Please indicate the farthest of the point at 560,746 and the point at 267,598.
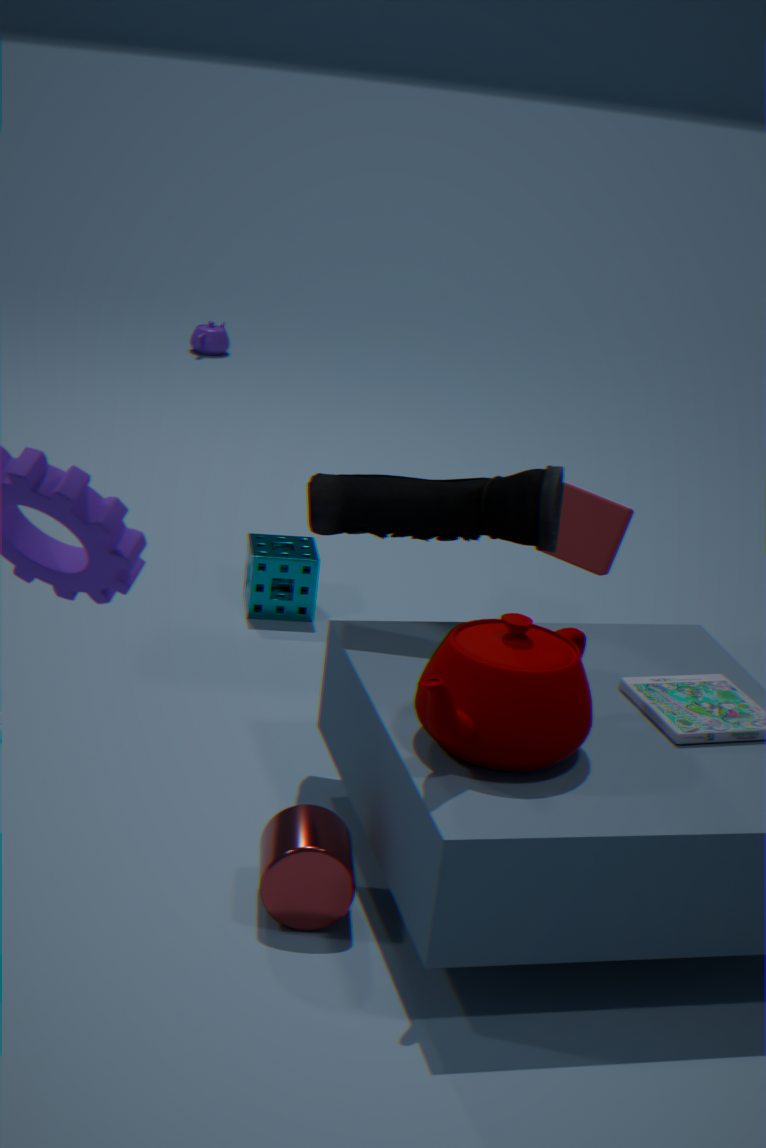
the point at 267,598
